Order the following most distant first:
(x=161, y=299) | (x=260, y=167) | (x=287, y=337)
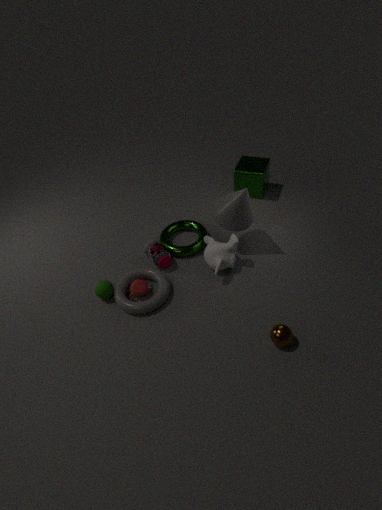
(x=260, y=167) < (x=161, y=299) < (x=287, y=337)
